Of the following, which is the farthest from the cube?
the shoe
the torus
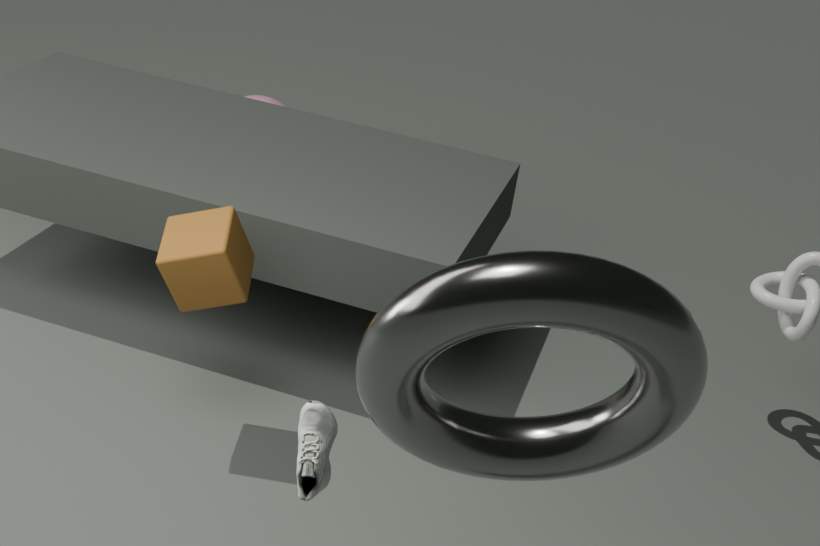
the torus
